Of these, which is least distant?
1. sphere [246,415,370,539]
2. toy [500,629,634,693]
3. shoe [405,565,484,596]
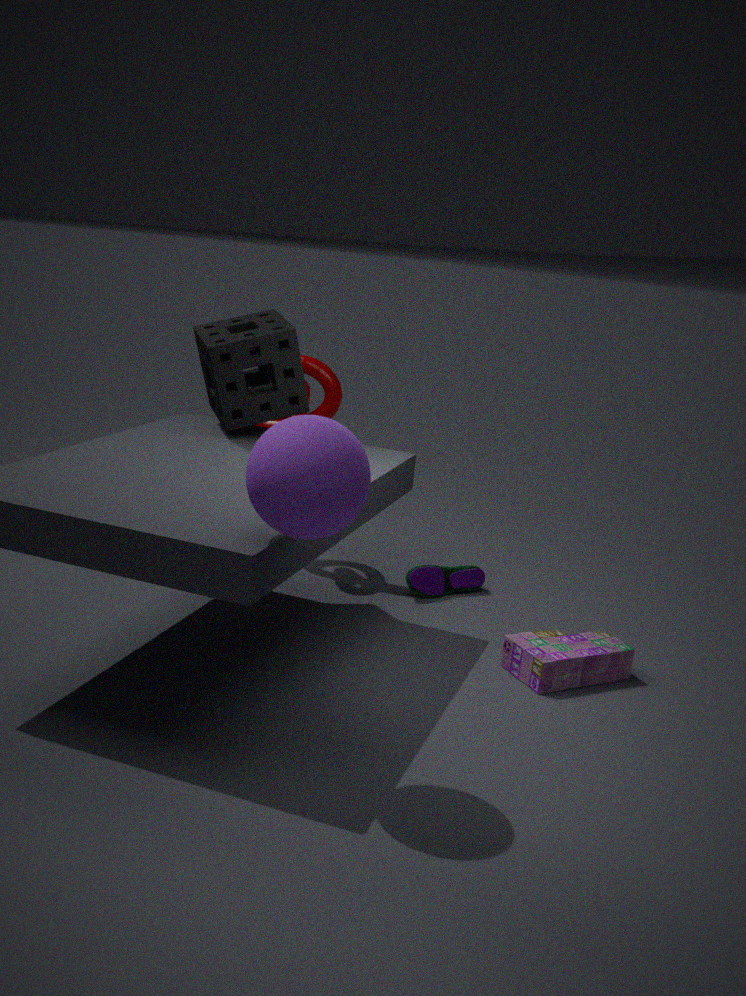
sphere [246,415,370,539]
